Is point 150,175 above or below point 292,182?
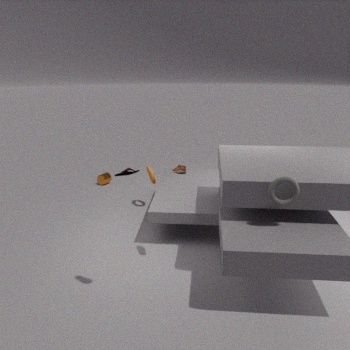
below
